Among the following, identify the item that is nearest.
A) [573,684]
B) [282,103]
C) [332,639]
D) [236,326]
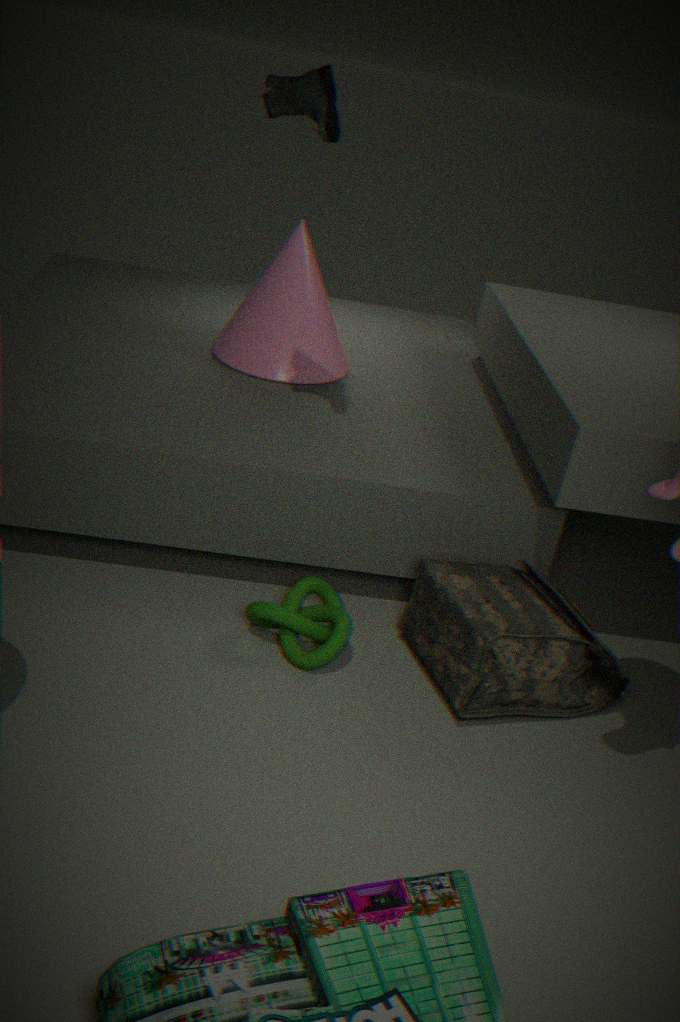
[282,103]
